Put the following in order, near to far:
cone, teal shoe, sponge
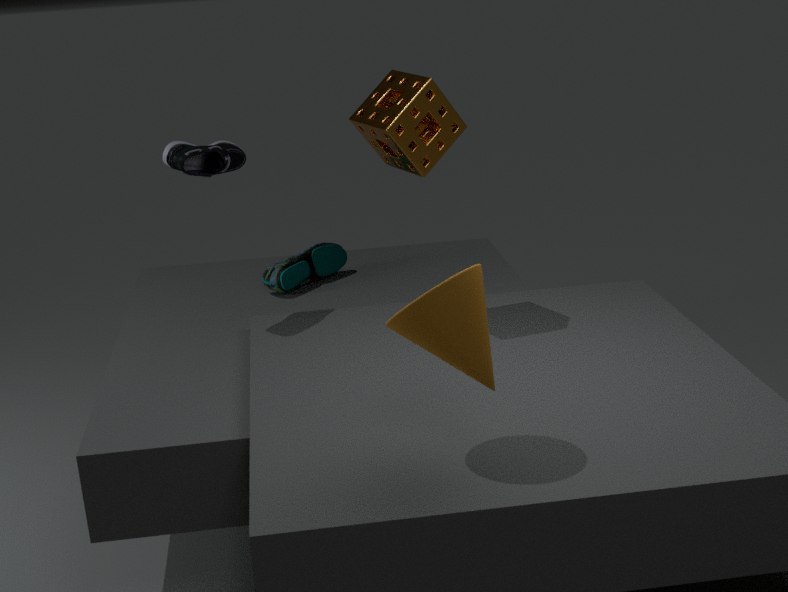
cone
sponge
teal shoe
